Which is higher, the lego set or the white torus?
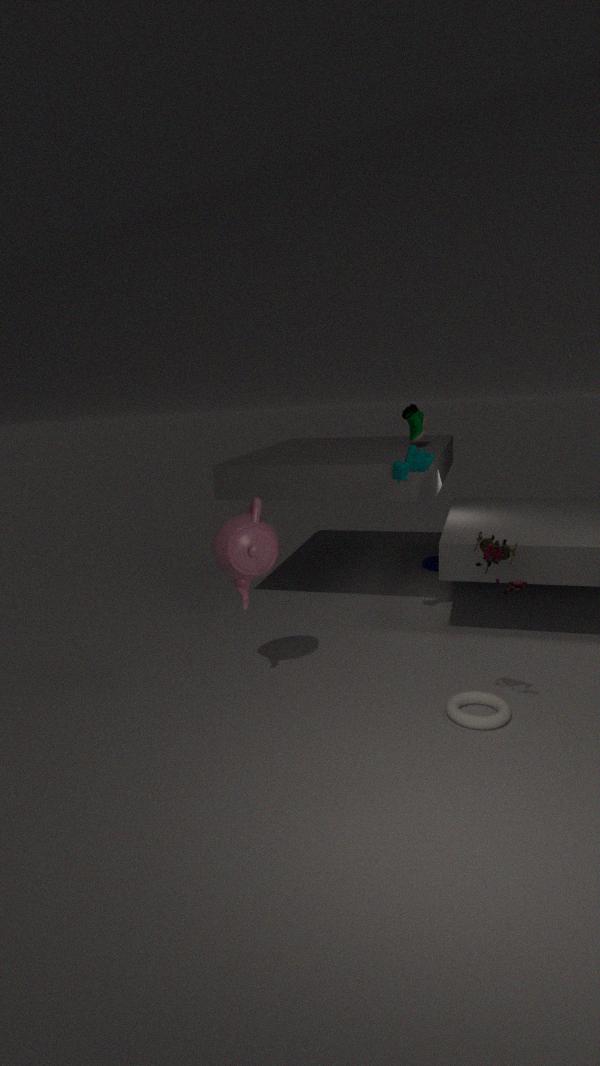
the lego set
